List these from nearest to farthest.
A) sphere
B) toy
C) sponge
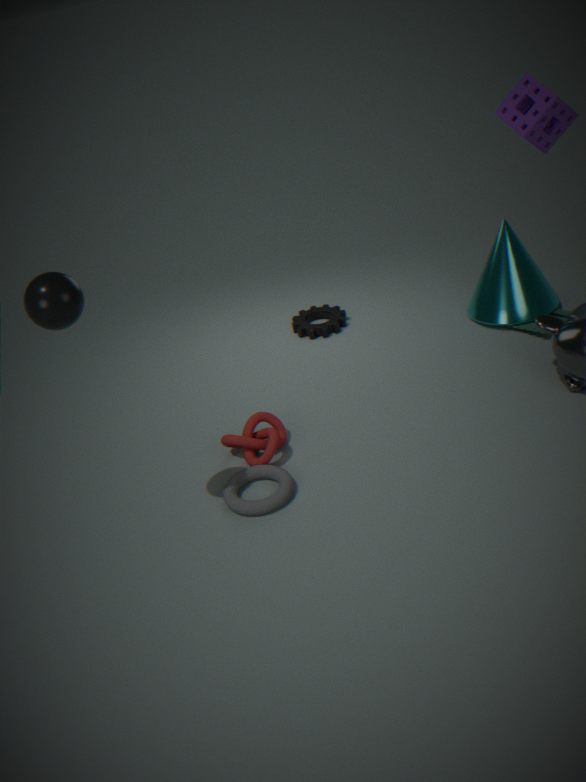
sphere, sponge, toy
